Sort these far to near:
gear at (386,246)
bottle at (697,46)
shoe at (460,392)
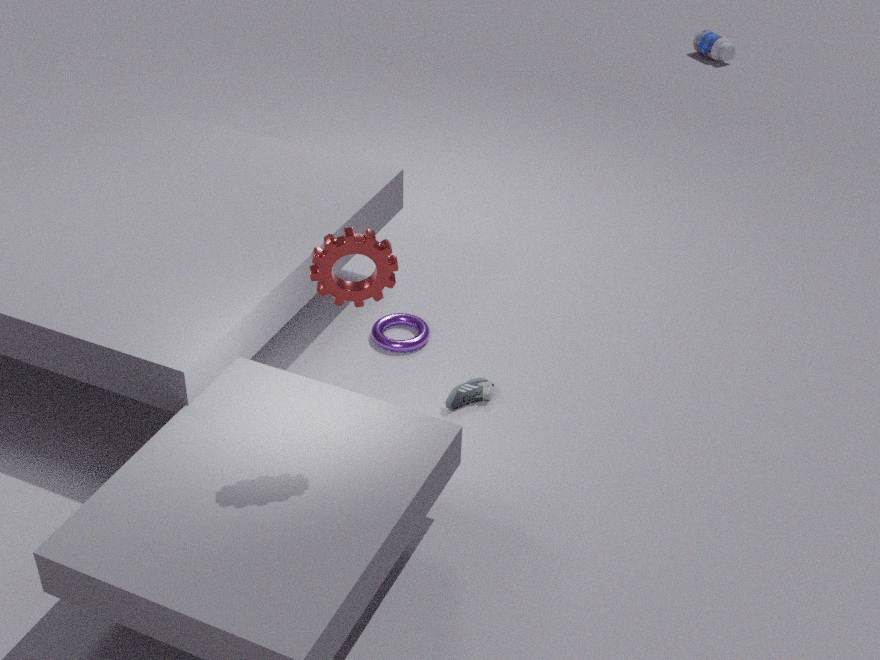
bottle at (697,46), shoe at (460,392), gear at (386,246)
